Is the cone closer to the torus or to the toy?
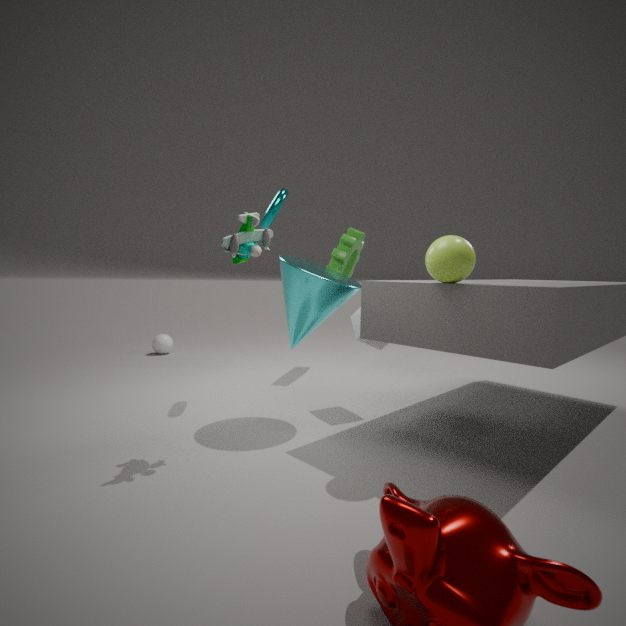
the toy
